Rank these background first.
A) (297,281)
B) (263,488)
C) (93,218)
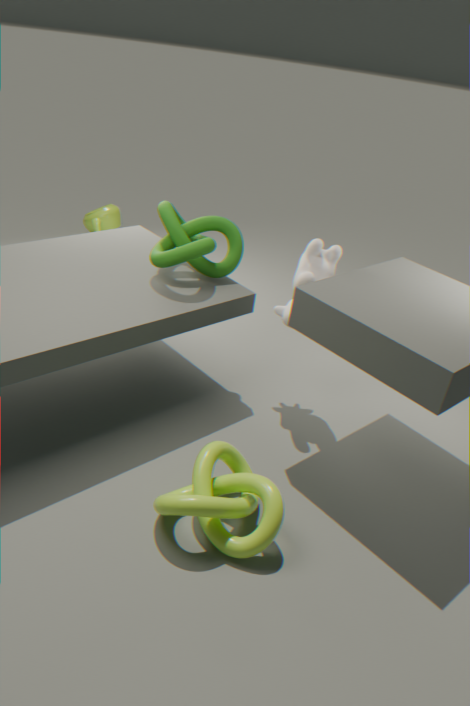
(93,218)
(297,281)
(263,488)
